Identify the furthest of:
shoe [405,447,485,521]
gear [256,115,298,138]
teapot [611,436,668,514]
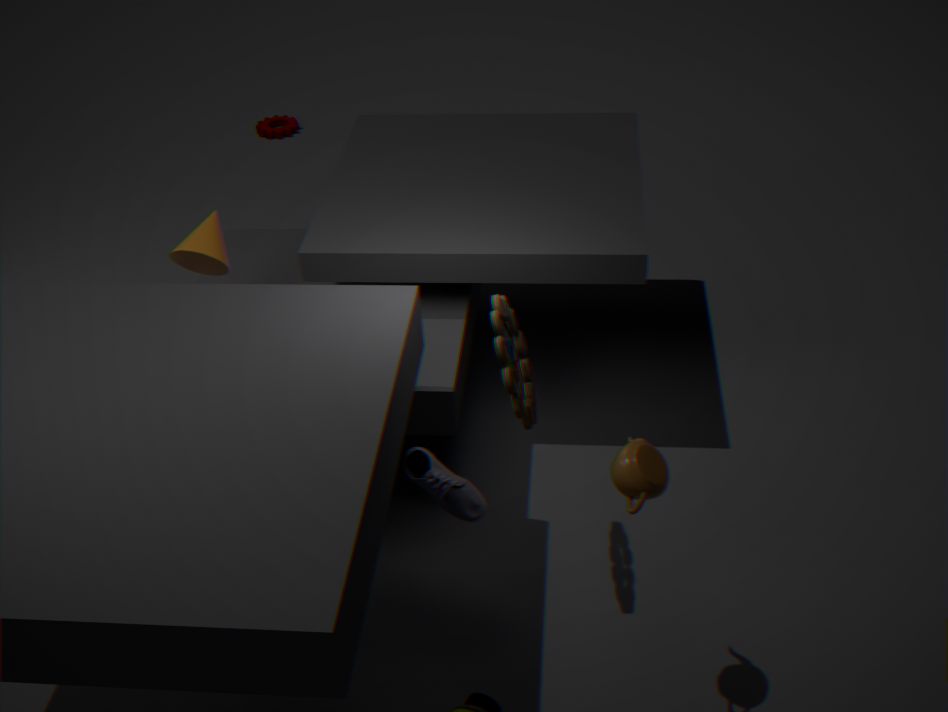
gear [256,115,298,138]
